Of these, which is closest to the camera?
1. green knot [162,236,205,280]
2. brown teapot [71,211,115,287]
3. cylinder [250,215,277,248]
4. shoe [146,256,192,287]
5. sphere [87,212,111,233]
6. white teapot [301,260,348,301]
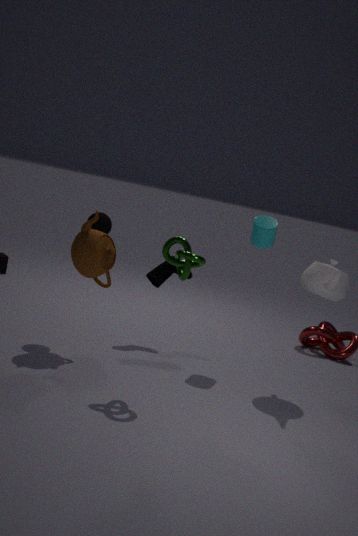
green knot [162,236,205,280]
